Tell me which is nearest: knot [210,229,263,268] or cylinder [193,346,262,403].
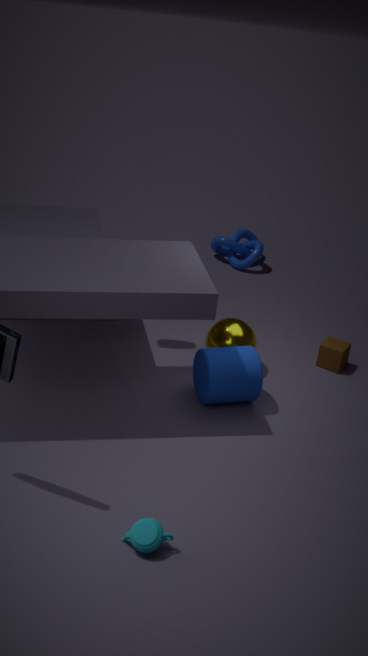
cylinder [193,346,262,403]
